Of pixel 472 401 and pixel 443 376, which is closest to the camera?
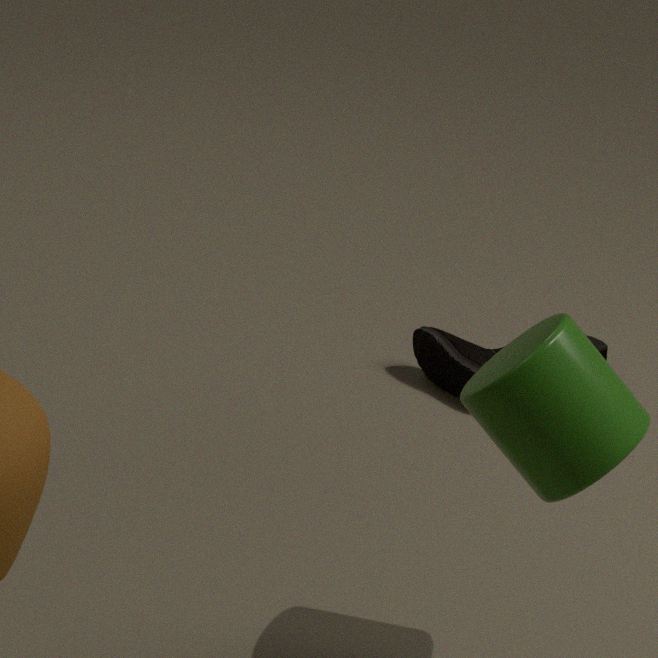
pixel 472 401
